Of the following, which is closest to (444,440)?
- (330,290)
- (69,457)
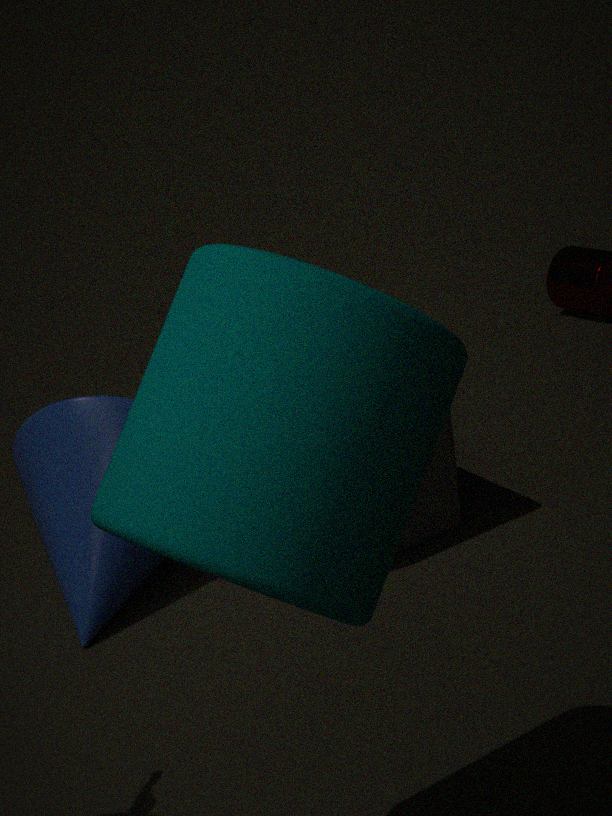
(69,457)
